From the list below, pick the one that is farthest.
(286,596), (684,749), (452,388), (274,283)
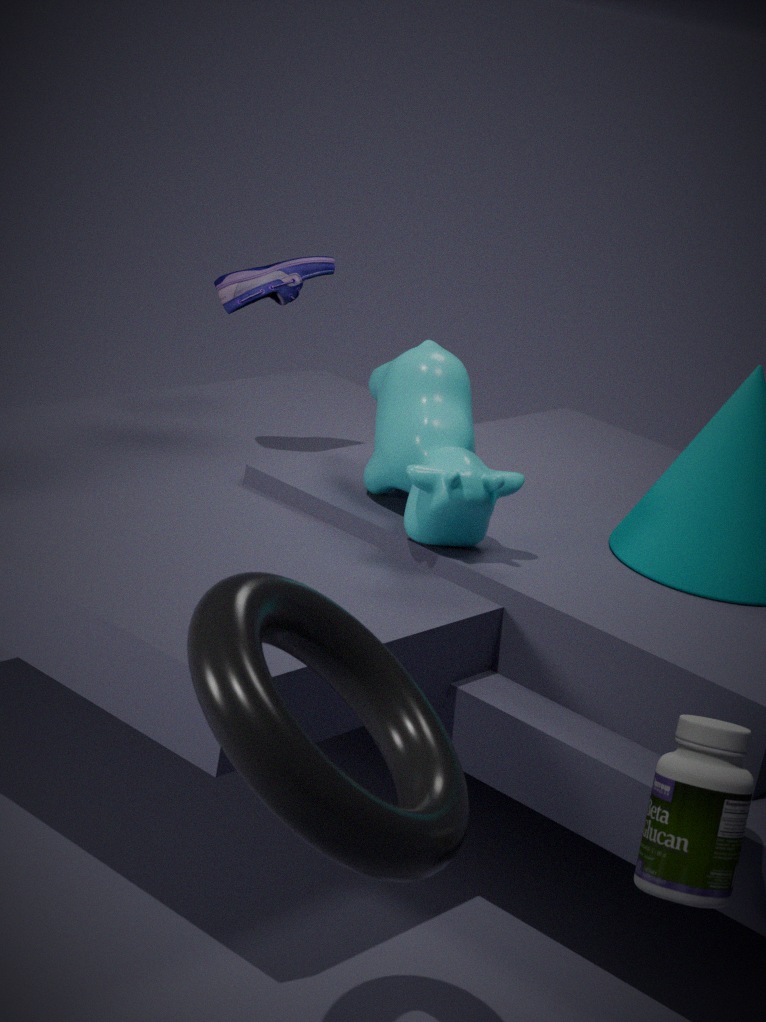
(274,283)
